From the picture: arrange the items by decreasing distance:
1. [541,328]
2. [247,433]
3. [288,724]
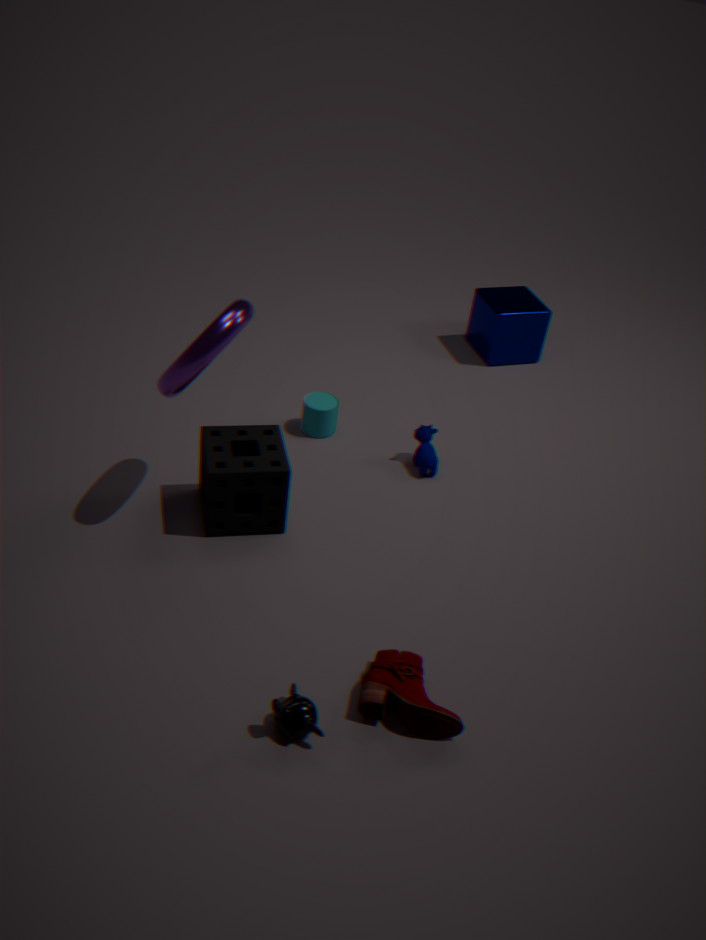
[541,328]
[247,433]
[288,724]
